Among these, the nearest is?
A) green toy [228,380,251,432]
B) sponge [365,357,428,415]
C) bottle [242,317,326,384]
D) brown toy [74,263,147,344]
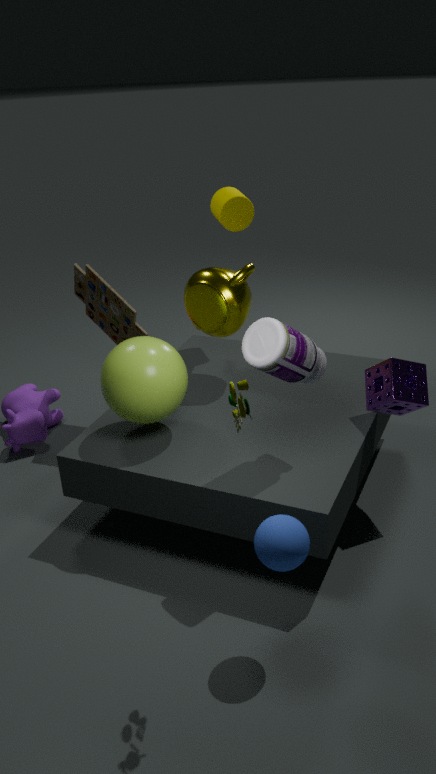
green toy [228,380,251,432]
